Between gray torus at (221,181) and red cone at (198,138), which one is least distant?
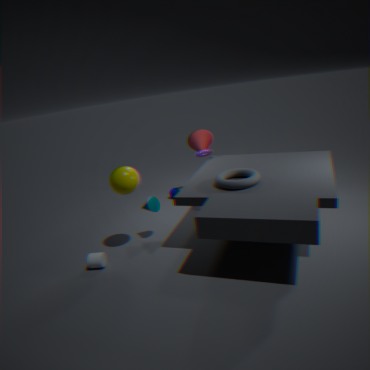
gray torus at (221,181)
